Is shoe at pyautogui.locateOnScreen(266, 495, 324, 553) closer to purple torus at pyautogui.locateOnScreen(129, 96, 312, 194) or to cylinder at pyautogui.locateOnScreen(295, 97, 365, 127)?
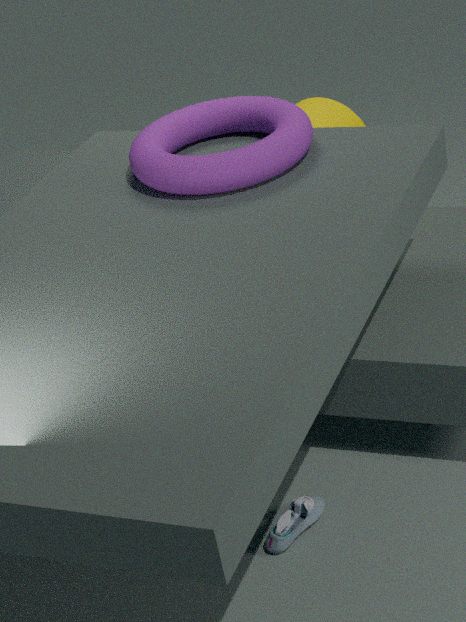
purple torus at pyautogui.locateOnScreen(129, 96, 312, 194)
